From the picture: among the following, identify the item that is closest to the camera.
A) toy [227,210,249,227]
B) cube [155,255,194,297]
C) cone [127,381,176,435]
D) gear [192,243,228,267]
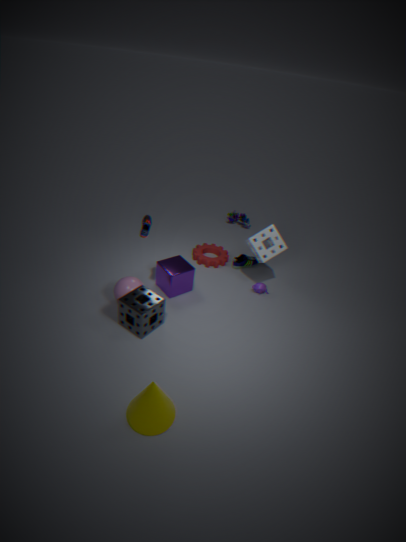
cone [127,381,176,435]
